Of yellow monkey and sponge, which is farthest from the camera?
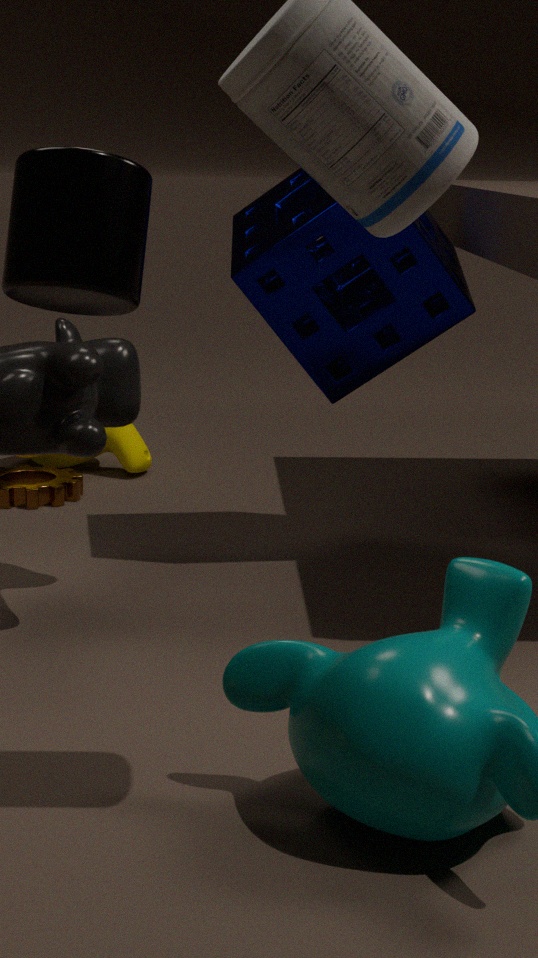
yellow monkey
